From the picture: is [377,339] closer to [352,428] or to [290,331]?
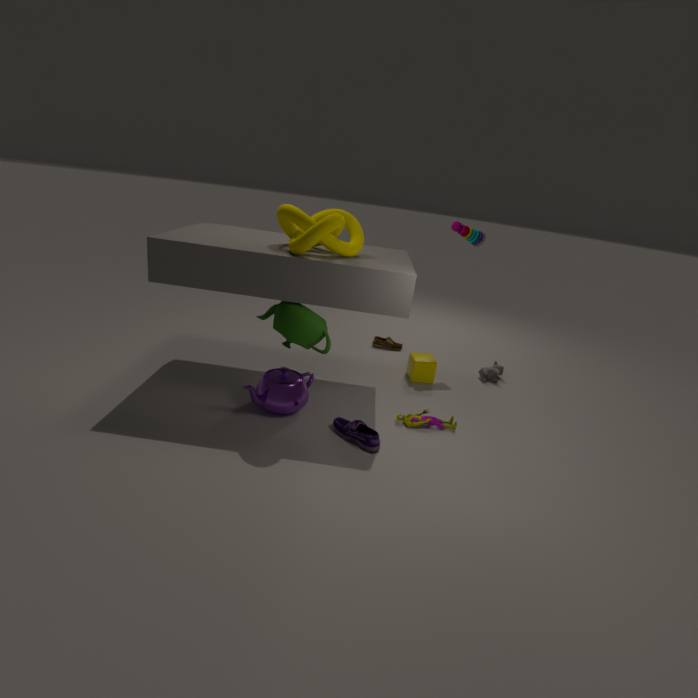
[290,331]
